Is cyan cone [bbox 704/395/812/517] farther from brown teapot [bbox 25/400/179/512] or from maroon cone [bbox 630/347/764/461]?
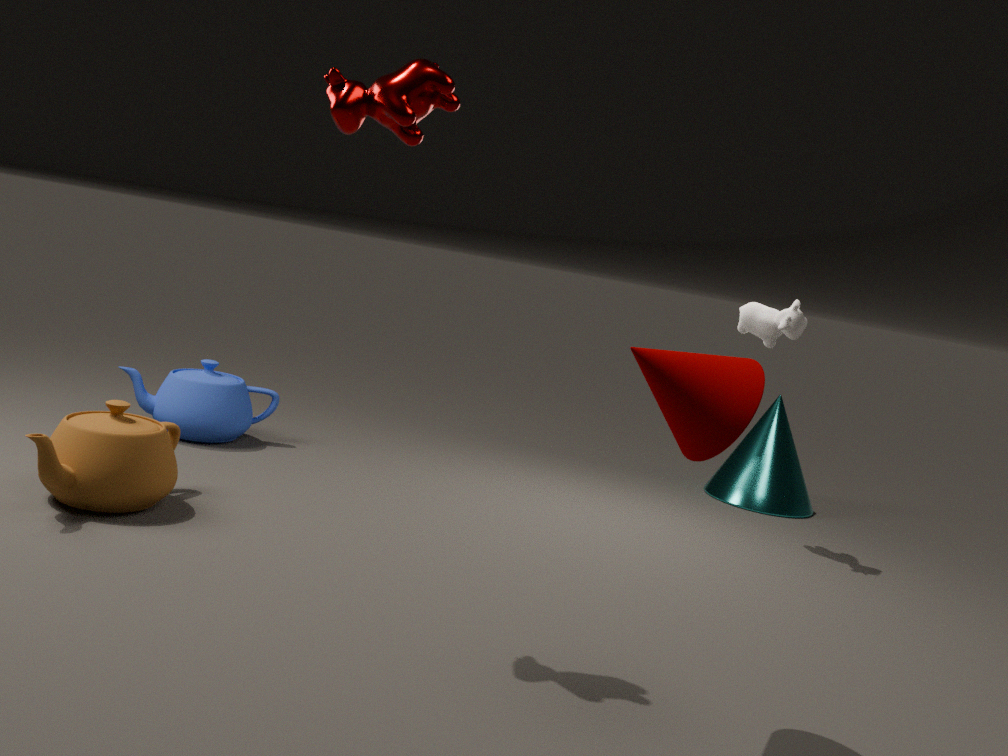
brown teapot [bbox 25/400/179/512]
